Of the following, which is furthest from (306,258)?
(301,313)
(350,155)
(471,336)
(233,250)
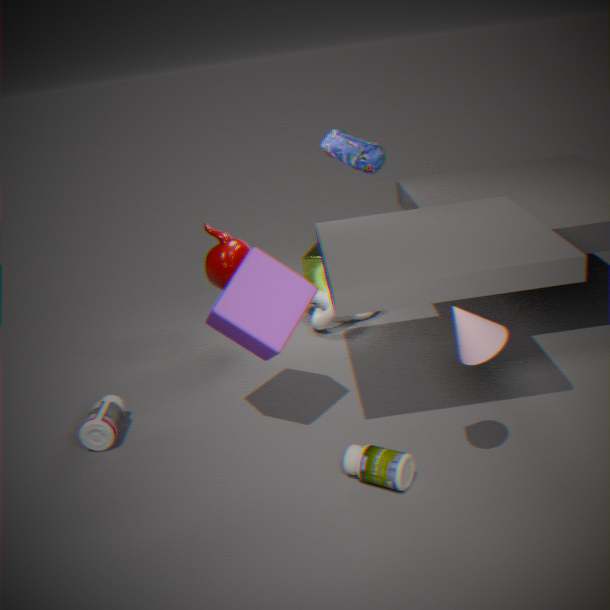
(471,336)
